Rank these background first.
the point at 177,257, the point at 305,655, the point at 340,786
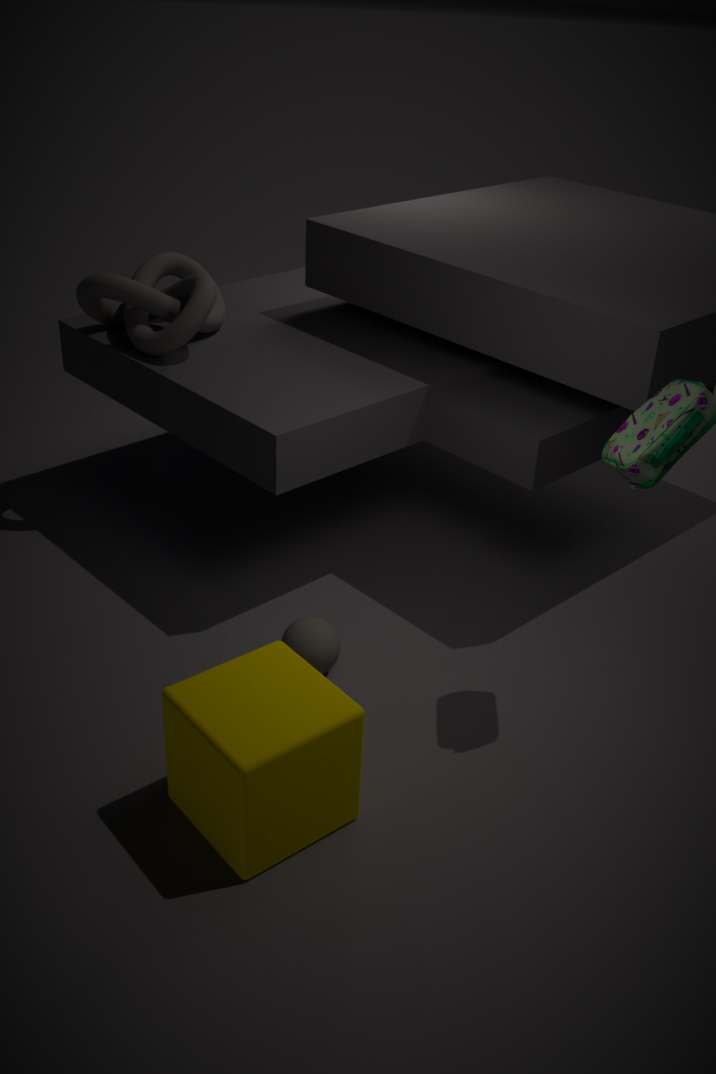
the point at 177,257, the point at 305,655, the point at 340,786
